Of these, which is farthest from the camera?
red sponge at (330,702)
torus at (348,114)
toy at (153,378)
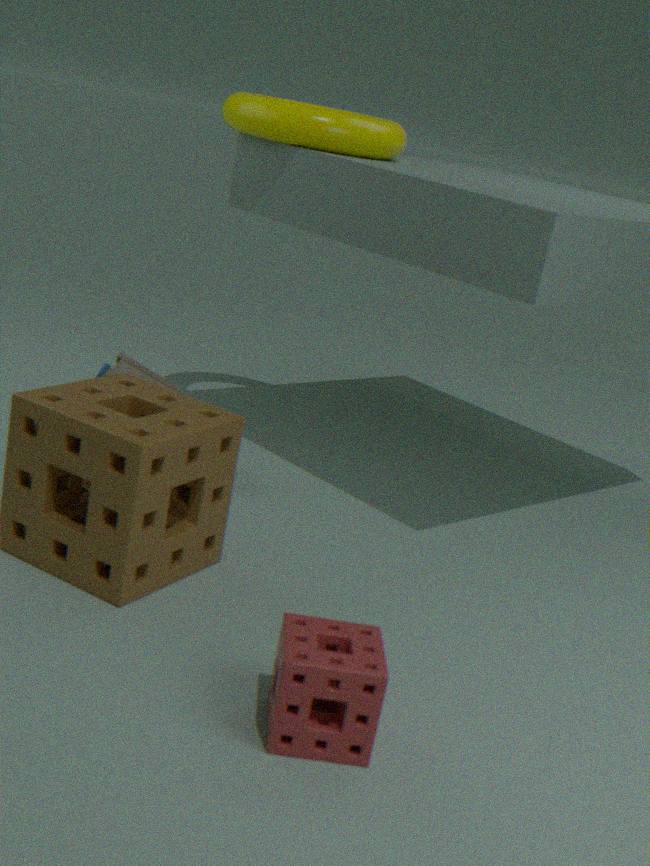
toy at (153,378)
